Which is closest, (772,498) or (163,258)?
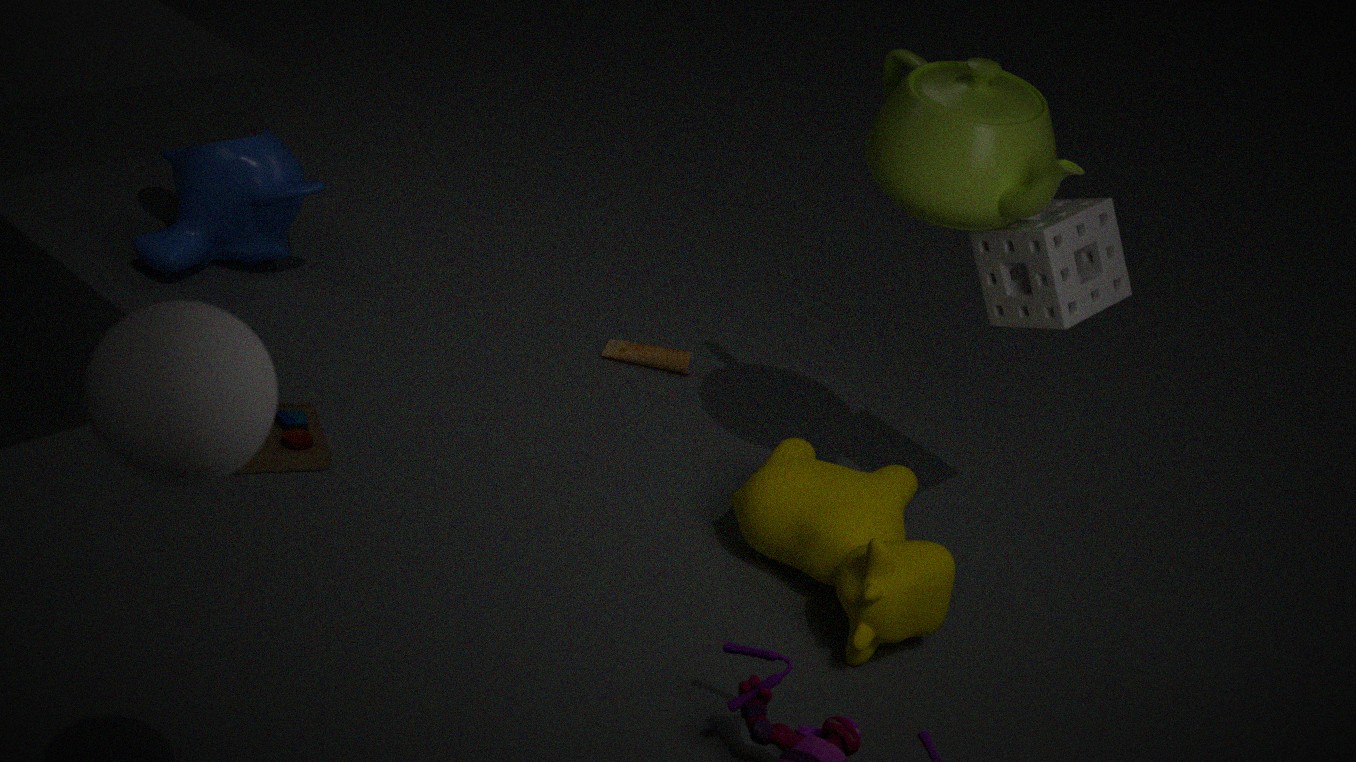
(772,498)
